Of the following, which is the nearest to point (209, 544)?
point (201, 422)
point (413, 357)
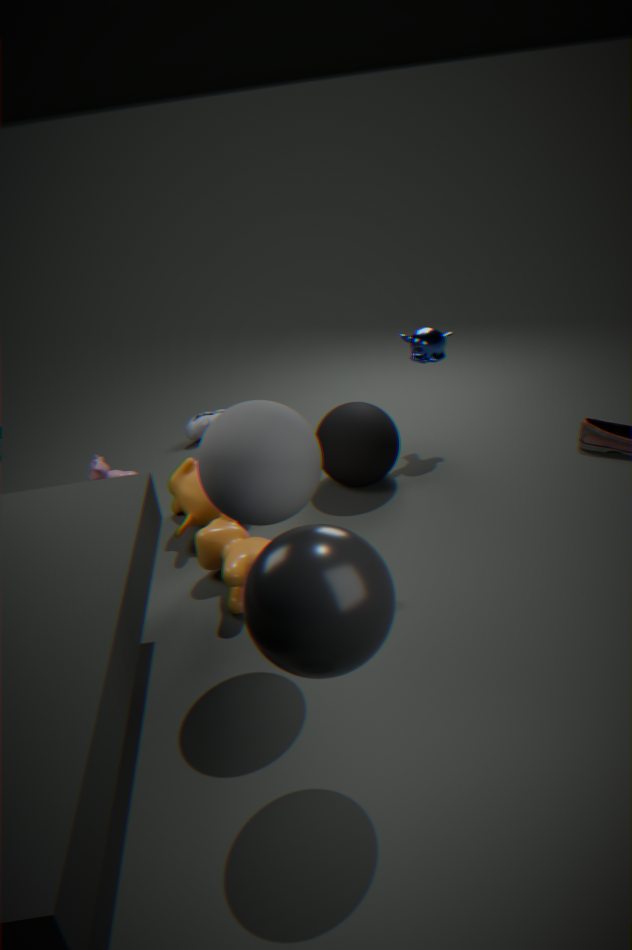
point (413, 357)
